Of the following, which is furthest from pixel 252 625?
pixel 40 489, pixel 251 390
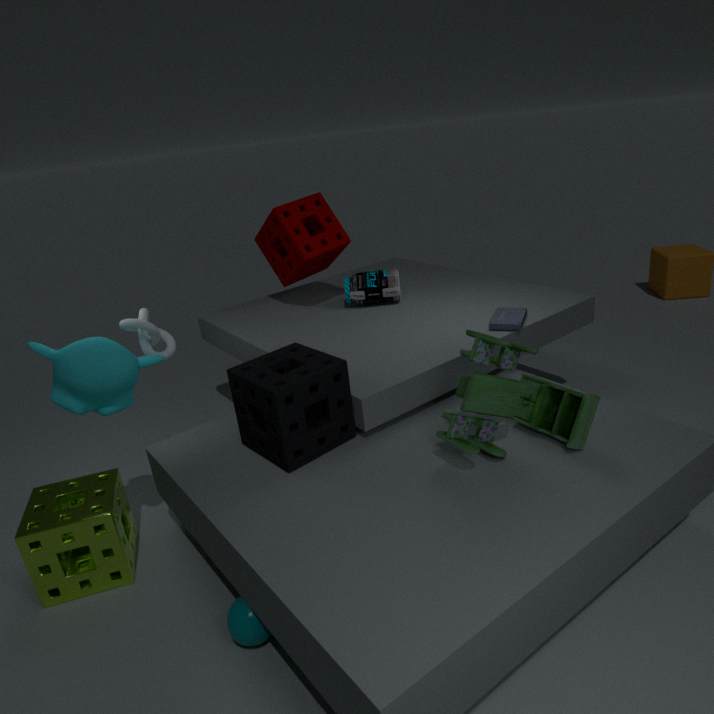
pixel 40 489
